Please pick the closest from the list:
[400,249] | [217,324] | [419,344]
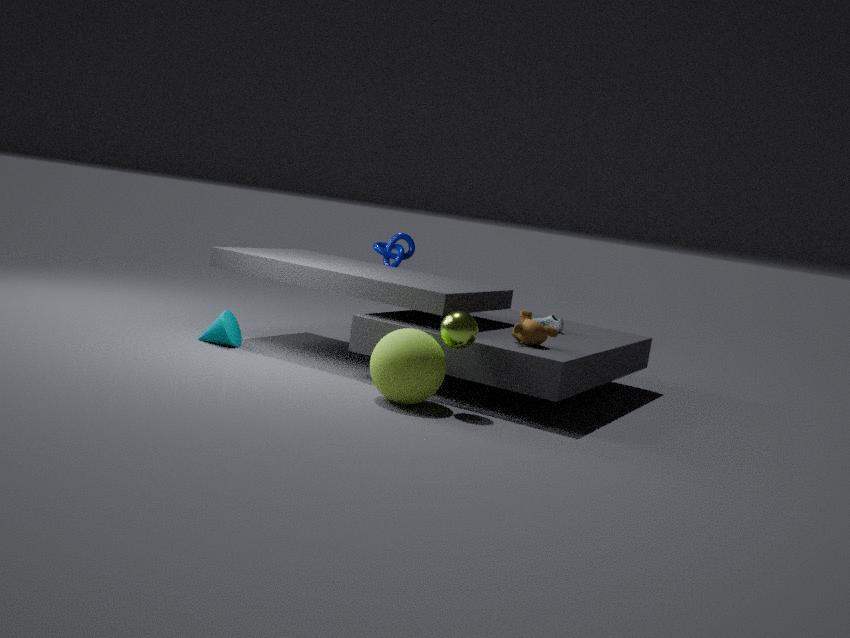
[419,344]
